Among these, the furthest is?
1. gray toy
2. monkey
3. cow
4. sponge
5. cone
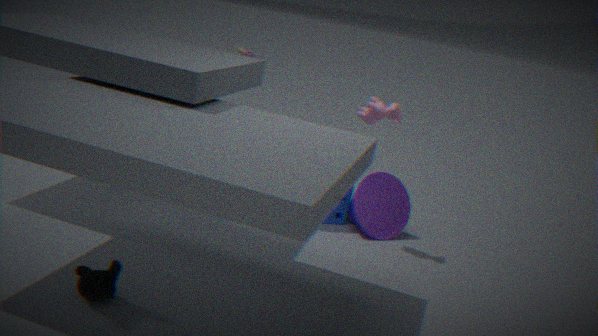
gray toy
